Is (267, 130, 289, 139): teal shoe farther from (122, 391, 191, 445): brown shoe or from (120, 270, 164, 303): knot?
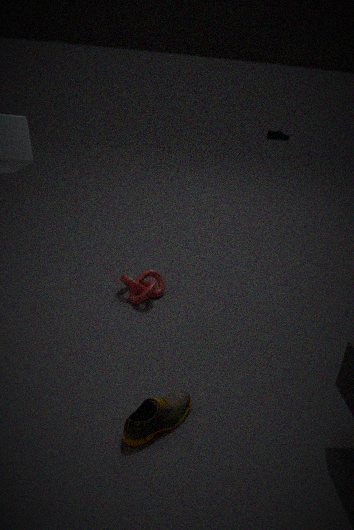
(122, 391, 191, 445): brown shoe
